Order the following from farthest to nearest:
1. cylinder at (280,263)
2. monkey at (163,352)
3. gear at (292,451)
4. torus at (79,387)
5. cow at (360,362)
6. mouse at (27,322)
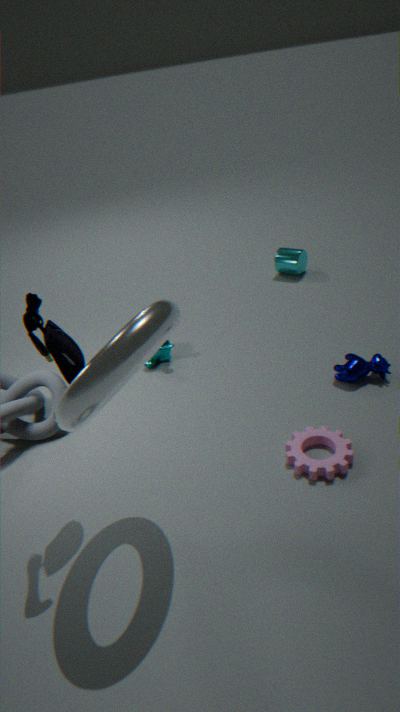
cylinder at (280,263) < monkey at (163,352) < cow at (360,362) < gear at (292,451) < mouse at (27,322) < torus at (79,387)
